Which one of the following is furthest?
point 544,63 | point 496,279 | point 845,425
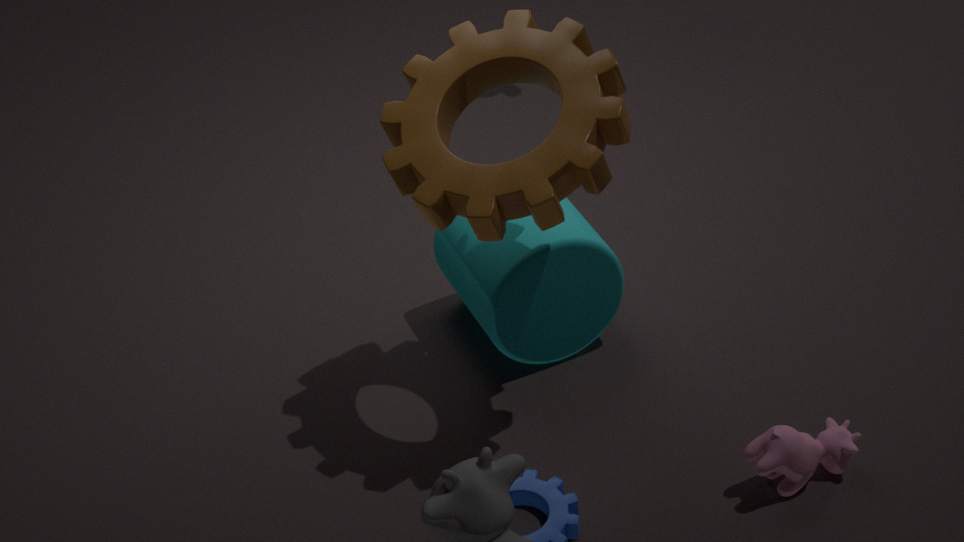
point 496,279
